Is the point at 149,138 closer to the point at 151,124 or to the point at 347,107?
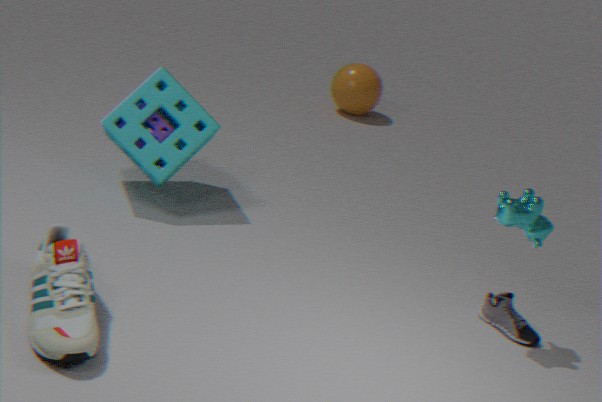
the point at 151,124
